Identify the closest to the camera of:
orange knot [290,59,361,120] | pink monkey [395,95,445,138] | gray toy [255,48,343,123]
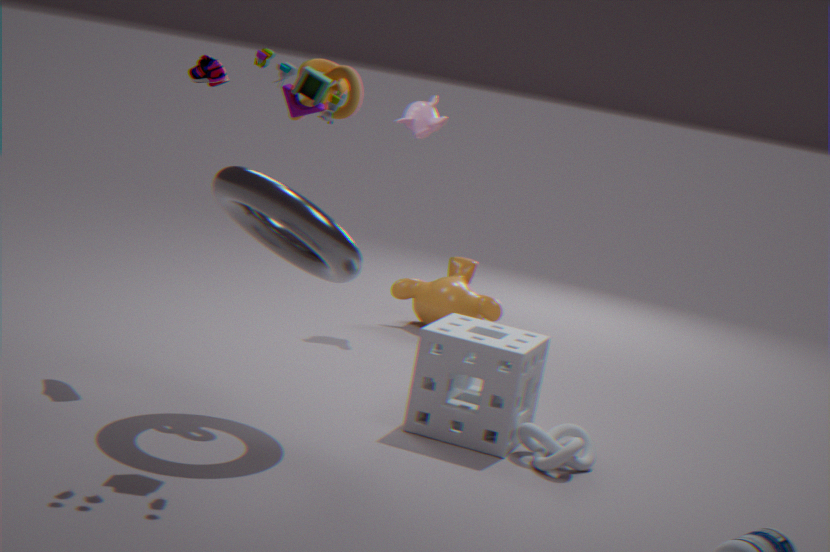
gray toy [255,48,343,123]
